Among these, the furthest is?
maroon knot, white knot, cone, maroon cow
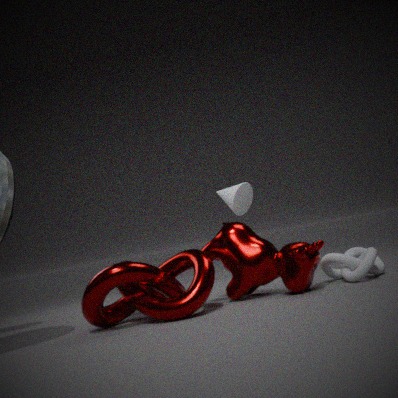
cone
